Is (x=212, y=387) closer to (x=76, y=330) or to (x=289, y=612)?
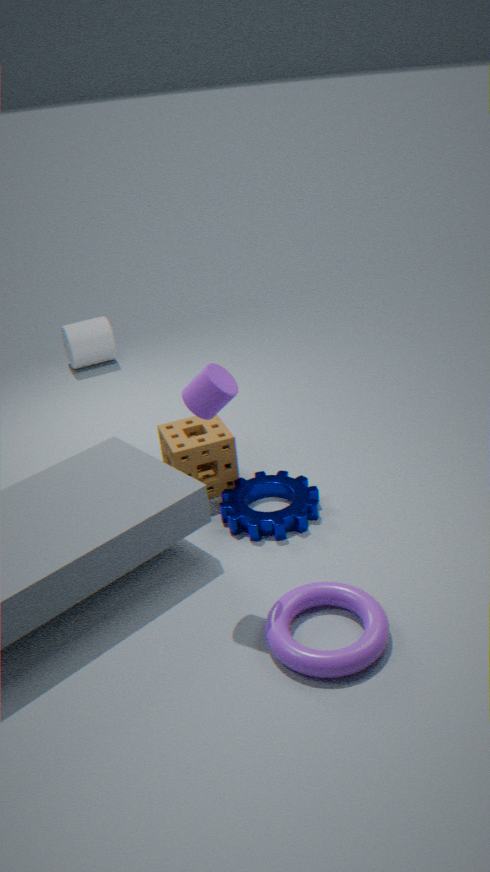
(x=289, y=612)
